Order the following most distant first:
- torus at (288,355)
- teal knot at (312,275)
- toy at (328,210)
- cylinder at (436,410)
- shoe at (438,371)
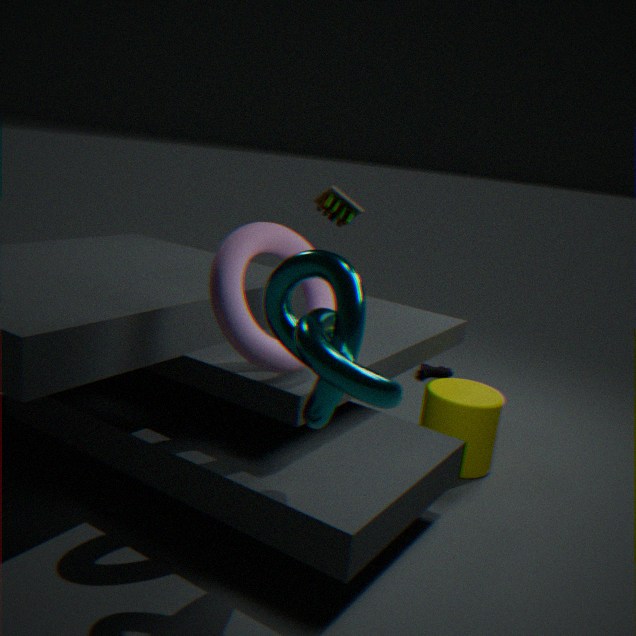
shoe at (438,371)
toy at (328,210)
cylinder at (436,410)
torus at (288,355)
teal knot at (312,275)
